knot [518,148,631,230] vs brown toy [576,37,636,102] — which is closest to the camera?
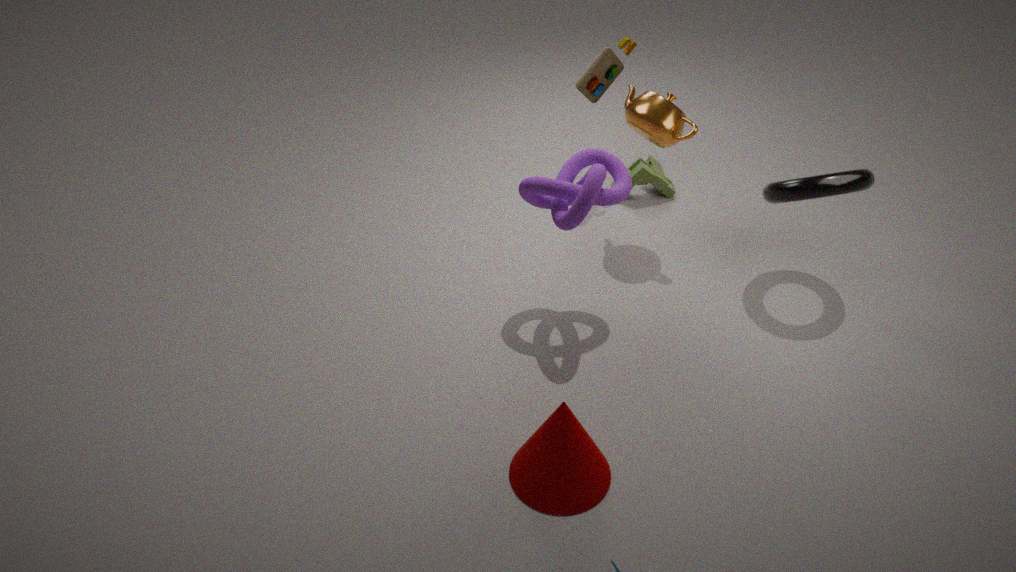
knot [518,148,631,230]
